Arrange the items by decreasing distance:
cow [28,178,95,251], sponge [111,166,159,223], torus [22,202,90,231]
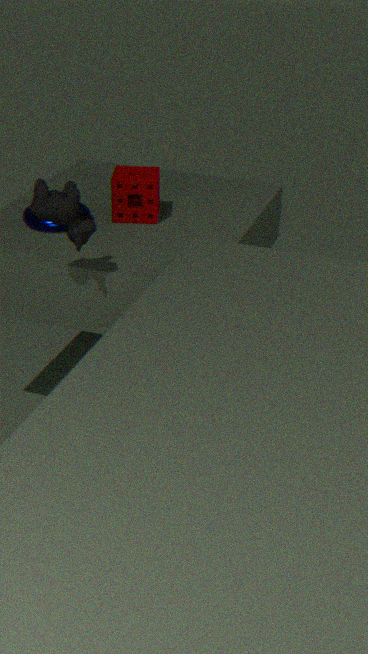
sponge [111,166,159,223] < torus [22,202,90,231] < cow [28,178,95,251]
